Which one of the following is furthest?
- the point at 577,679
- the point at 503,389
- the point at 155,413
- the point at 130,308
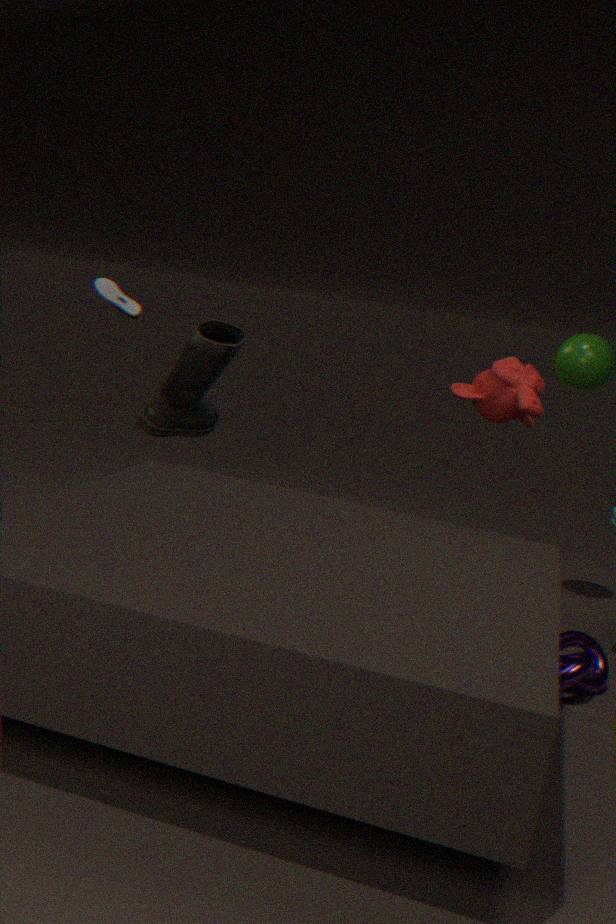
the point at 130,308
